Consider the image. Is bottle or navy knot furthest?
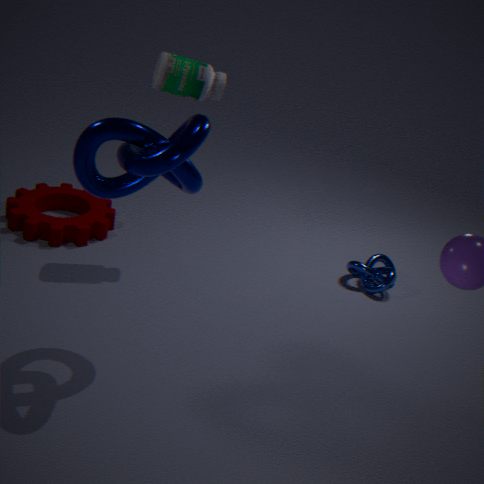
bottle
